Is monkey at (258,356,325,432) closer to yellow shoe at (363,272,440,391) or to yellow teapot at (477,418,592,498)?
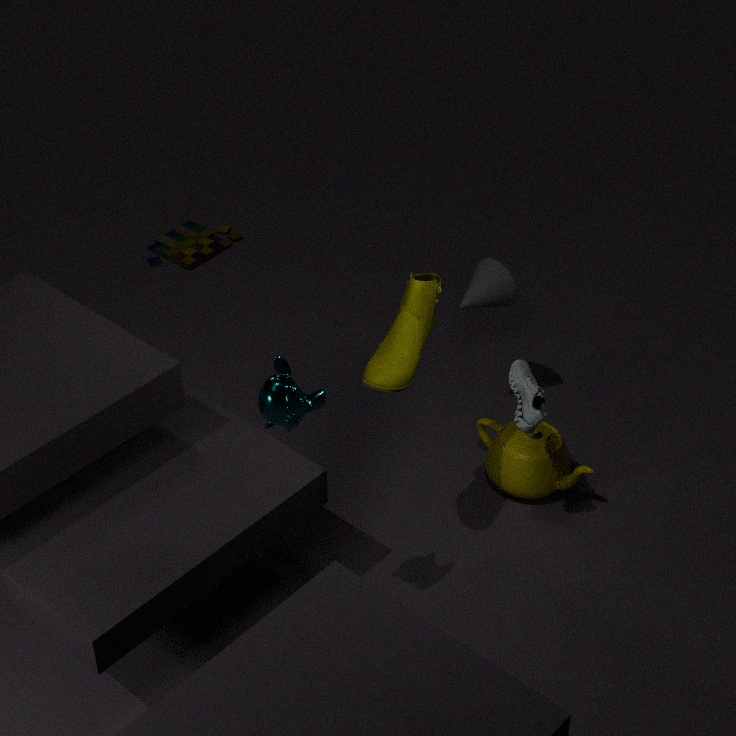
yellow shoe at (363,272,440,391)
